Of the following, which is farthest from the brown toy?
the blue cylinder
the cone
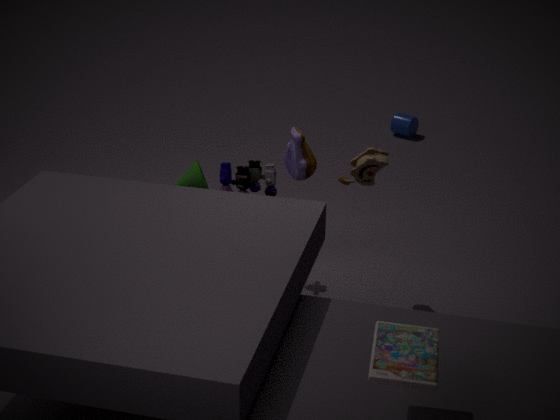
the blue cylinder
